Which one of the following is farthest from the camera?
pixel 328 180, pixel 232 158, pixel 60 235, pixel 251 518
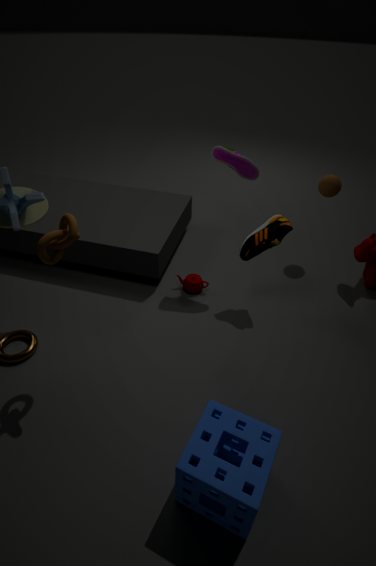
pixel 328 180
